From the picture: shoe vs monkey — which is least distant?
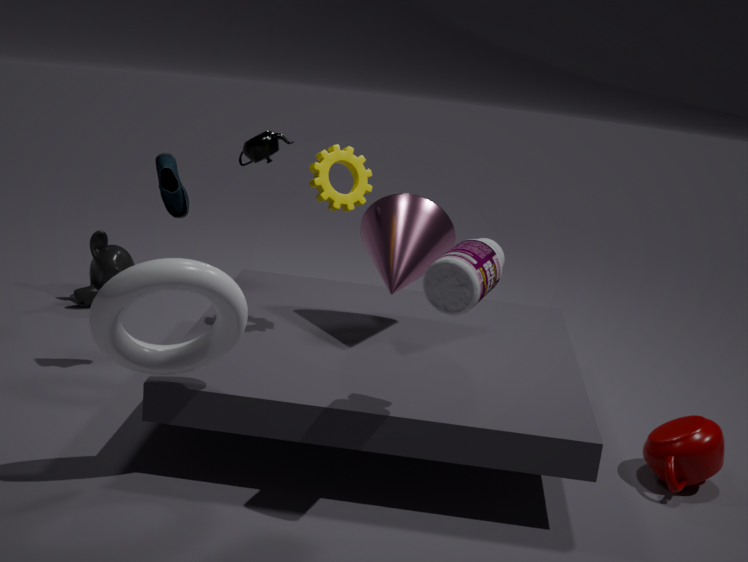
shoe
